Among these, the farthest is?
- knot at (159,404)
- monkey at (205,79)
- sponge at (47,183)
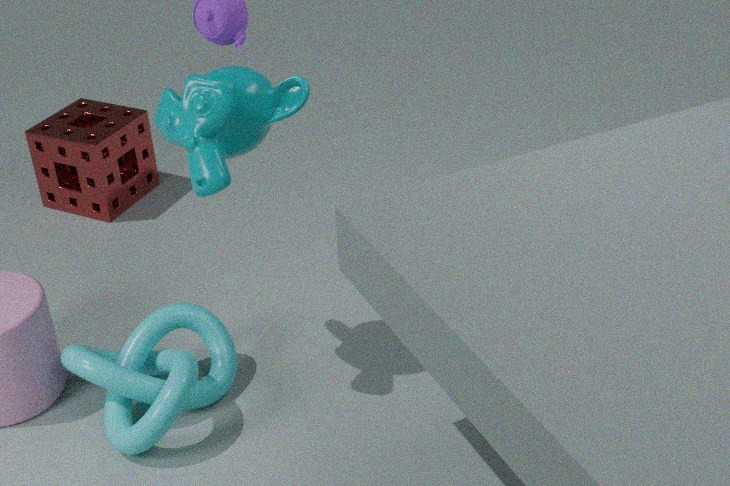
sponge at (47,183)
